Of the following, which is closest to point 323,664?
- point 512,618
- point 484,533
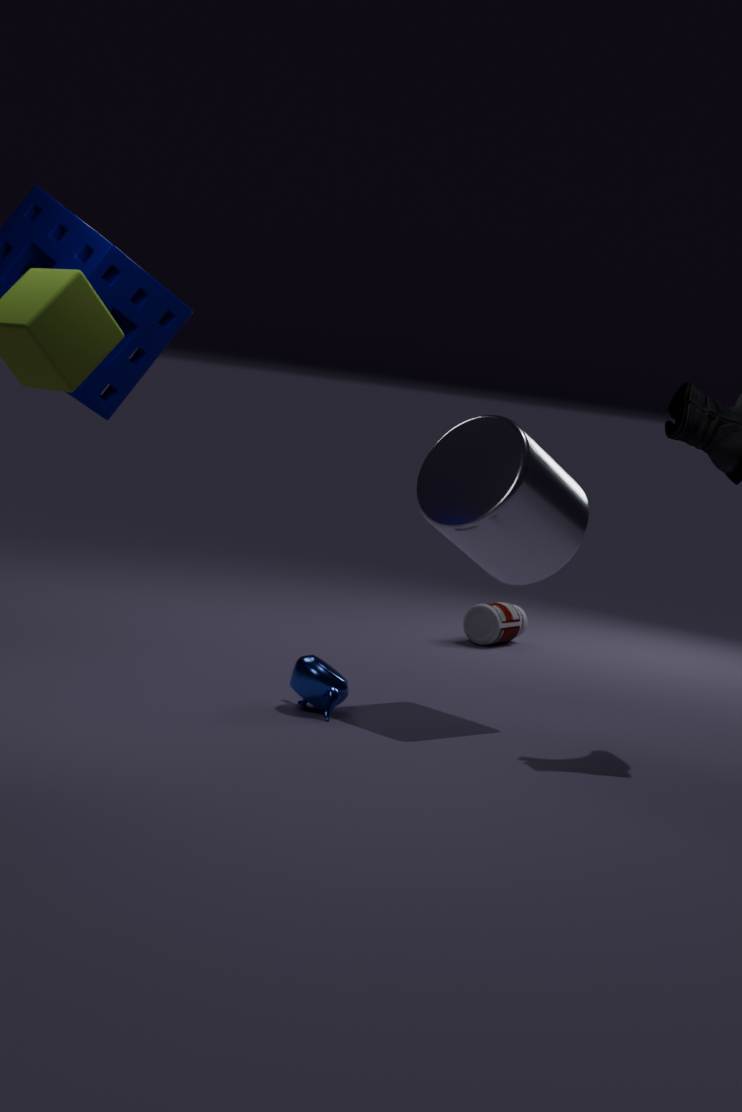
point 484,533
